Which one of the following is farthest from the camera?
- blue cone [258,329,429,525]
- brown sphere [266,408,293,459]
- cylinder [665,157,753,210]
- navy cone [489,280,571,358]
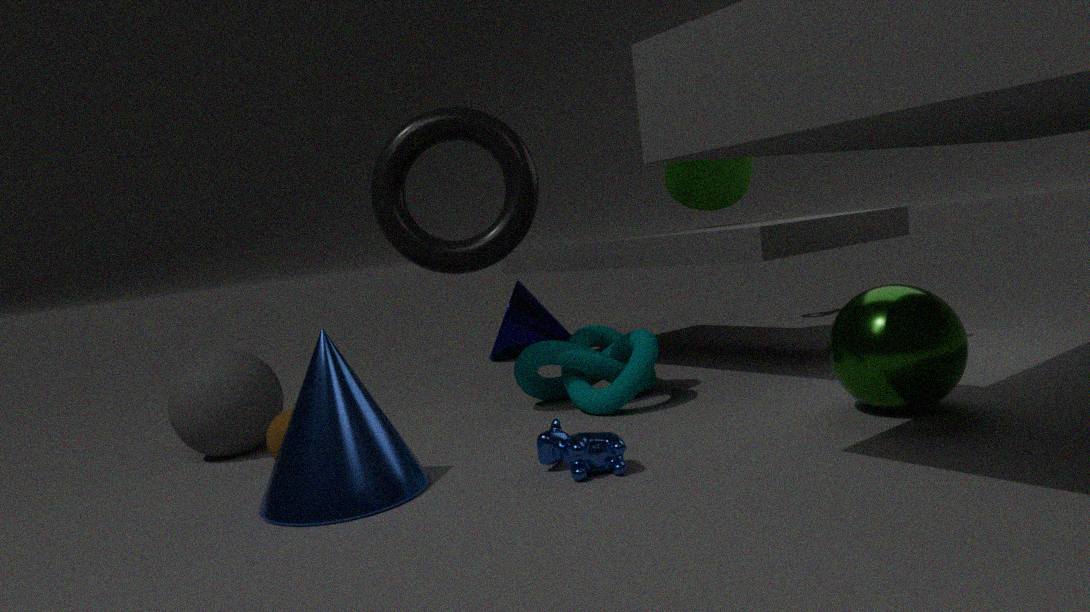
navy cone [489,280,571,358]
